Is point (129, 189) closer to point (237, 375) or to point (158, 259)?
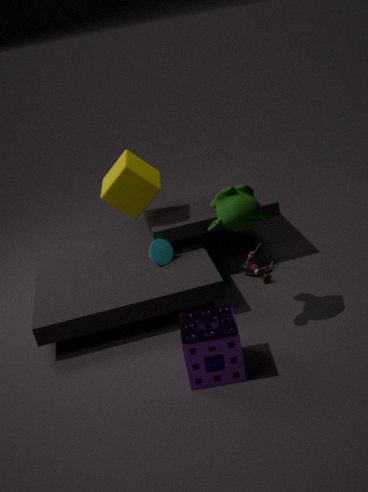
point (158, 259)
